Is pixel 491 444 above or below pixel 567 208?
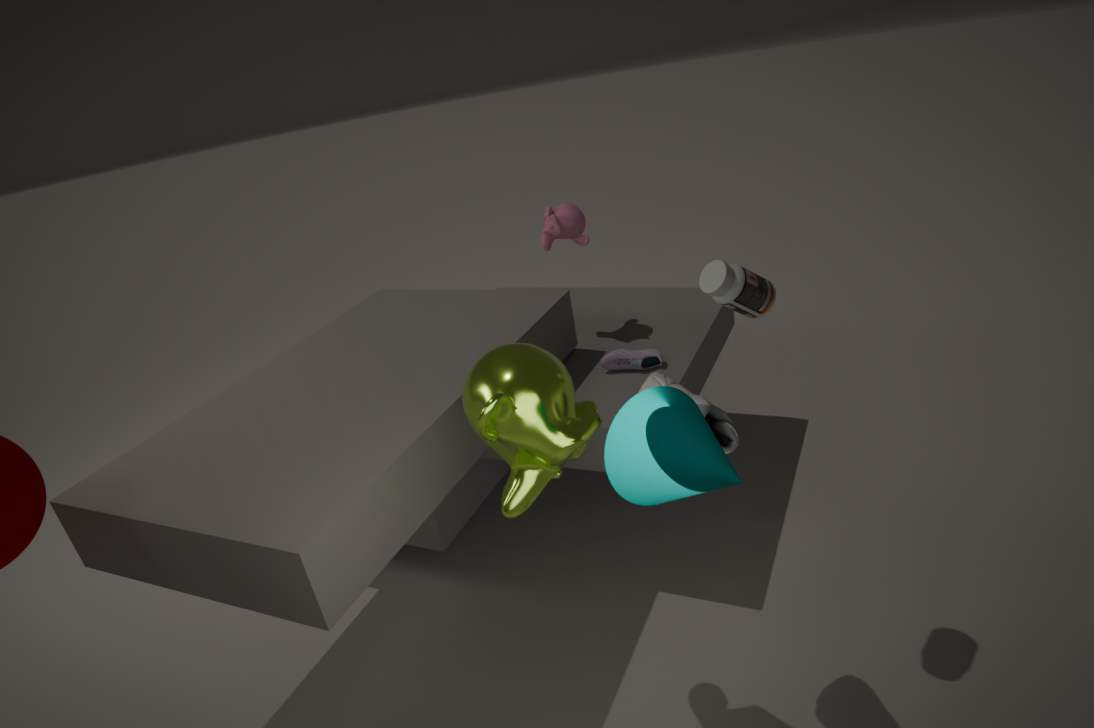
below
